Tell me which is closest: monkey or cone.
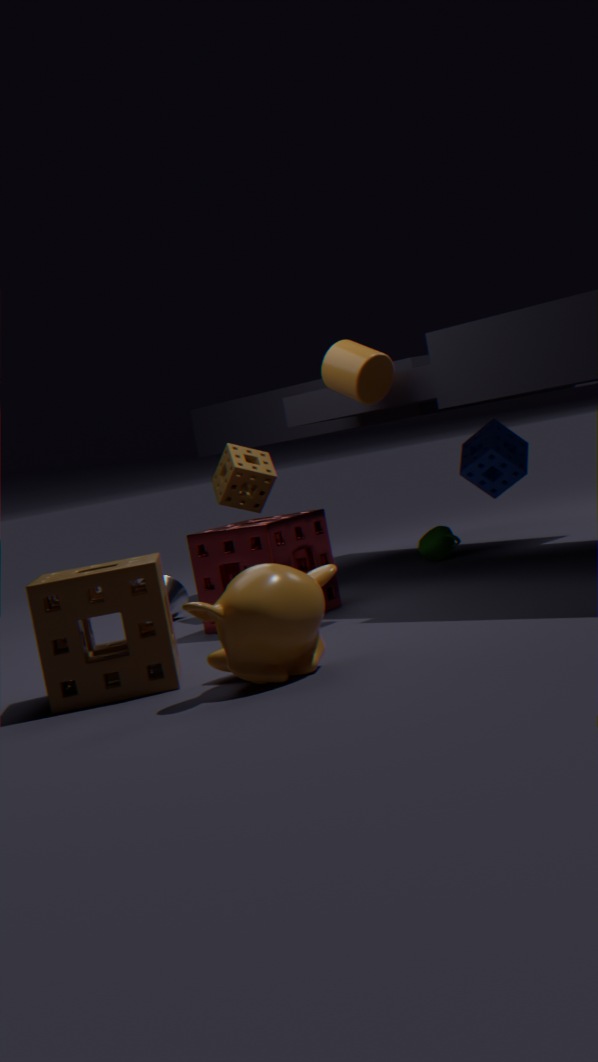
monkey
